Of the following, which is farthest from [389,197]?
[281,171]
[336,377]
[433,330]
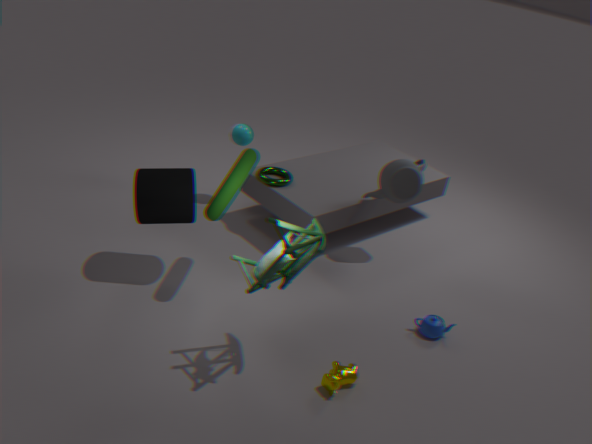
[336,377]
